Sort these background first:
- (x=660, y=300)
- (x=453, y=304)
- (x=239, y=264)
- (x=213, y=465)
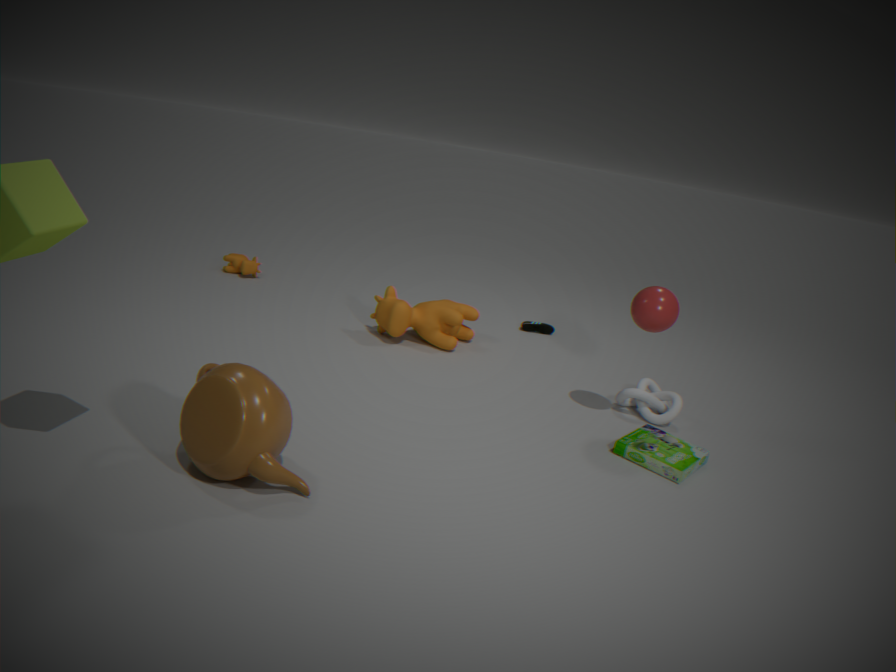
(x=239, y=264) → (x=453, y=304) → (x=660, y=300) → (x=213, y=465)
